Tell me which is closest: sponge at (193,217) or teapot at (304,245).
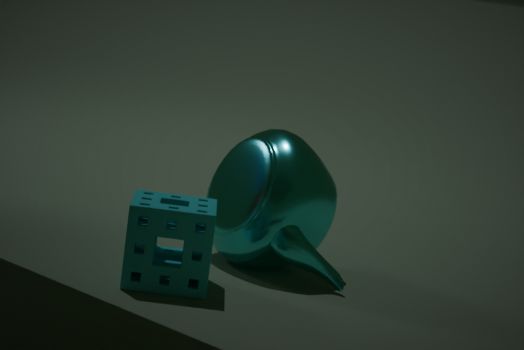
sponge at (193,217)
